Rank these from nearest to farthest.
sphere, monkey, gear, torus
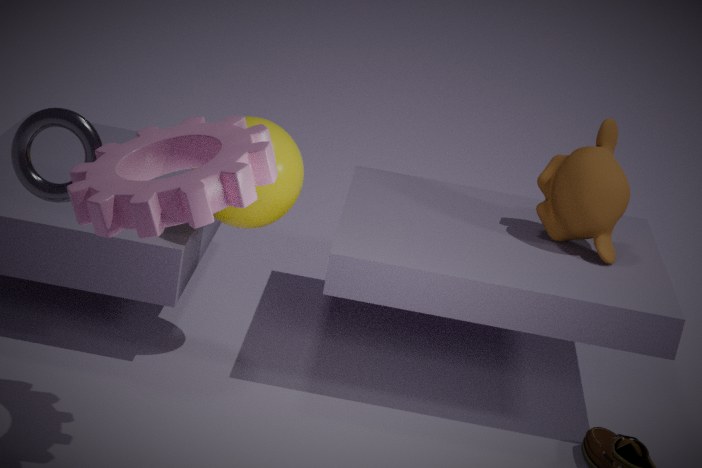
gear < torus < sphere < monkey
